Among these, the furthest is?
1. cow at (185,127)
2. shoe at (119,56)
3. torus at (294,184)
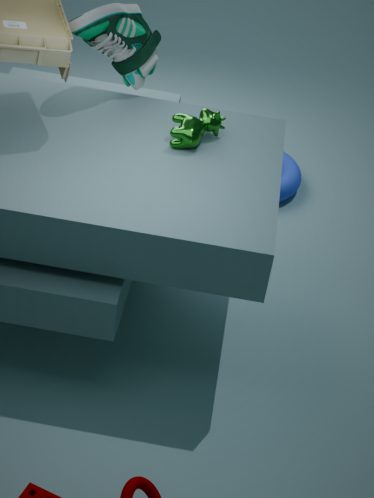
torus at (294,184)
